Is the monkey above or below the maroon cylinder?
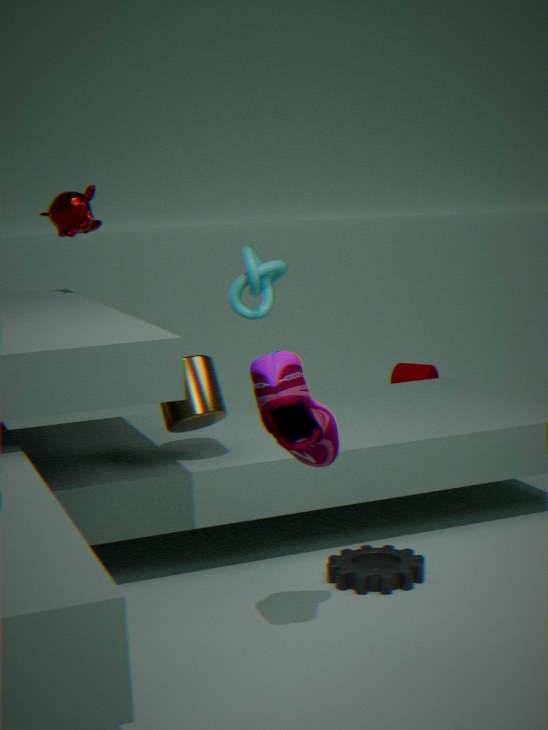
above
